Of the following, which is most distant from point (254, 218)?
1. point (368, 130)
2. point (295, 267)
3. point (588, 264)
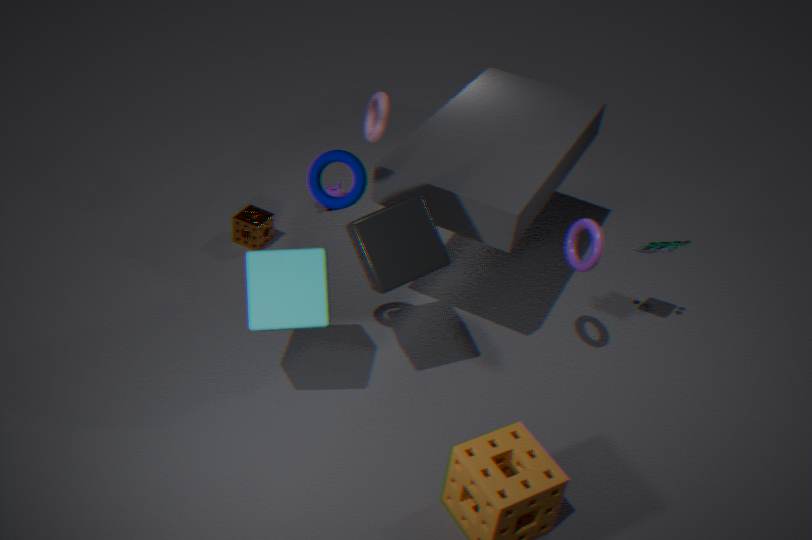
point (588, 264)
